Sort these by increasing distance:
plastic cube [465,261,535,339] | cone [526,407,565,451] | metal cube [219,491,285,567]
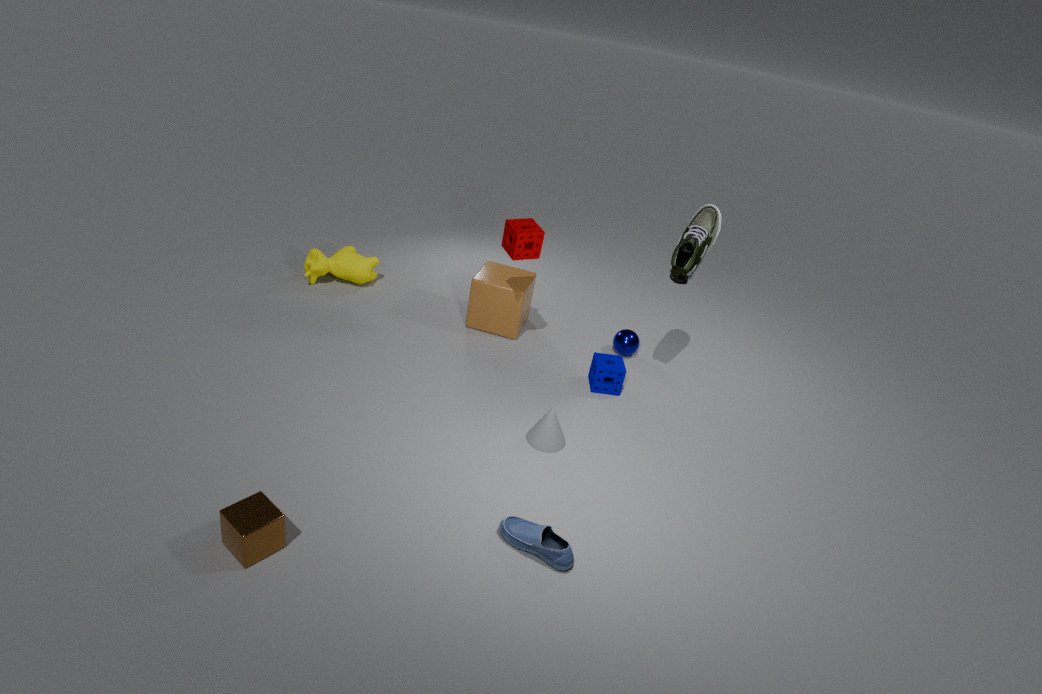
1. metal cube [219,491,285,567]
2. cone [526,407,565,451]
3. plastic cube [465,261,535,339]
